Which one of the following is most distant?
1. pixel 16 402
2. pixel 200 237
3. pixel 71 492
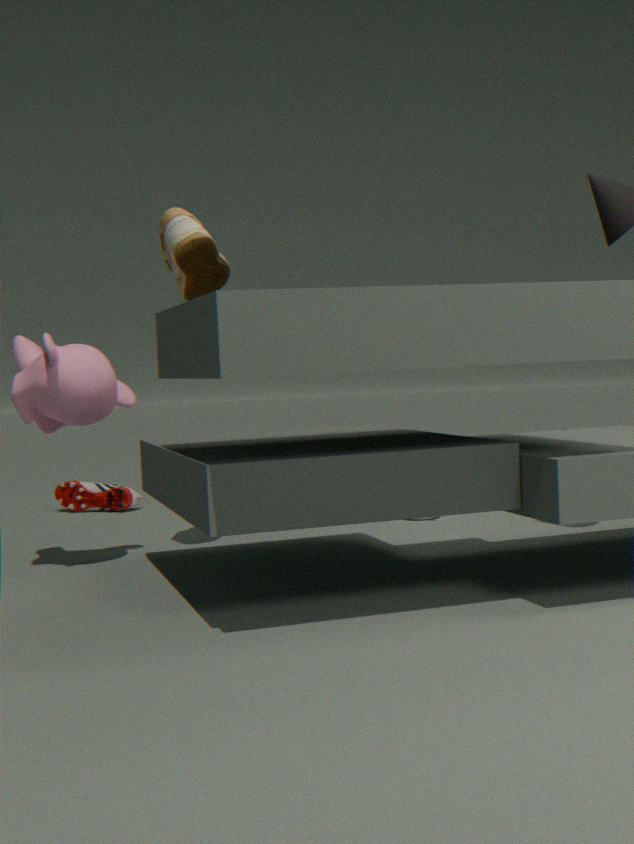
pixel 71 492
